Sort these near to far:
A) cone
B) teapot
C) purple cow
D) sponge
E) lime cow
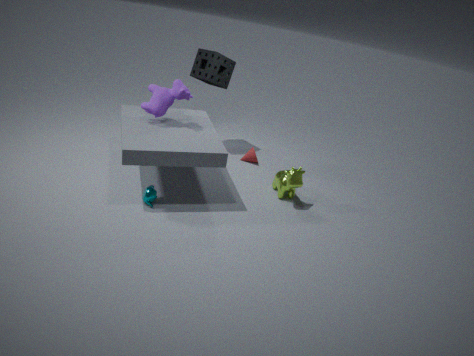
teapot → purple cow → lime cow → sponge → cone
